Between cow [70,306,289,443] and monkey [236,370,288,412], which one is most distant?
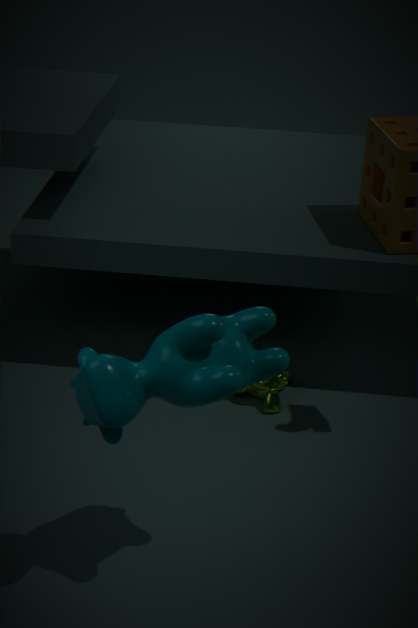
monkey [236,370,288,412]
